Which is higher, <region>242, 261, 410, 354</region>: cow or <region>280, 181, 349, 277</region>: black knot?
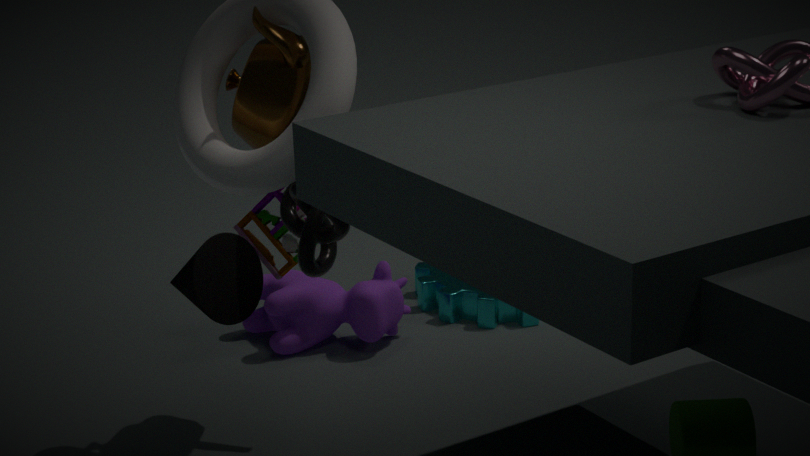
<region>280, 181, 349, 277</region>: black knot
